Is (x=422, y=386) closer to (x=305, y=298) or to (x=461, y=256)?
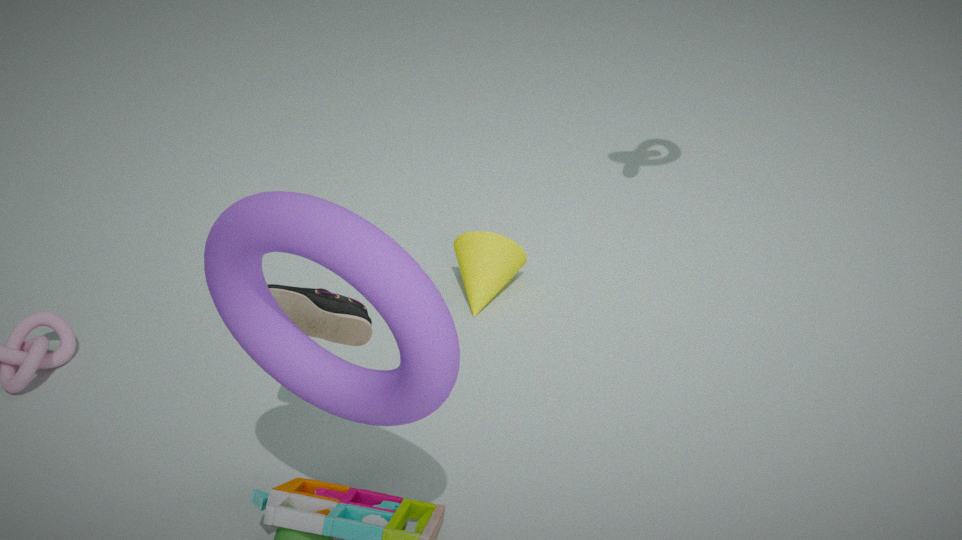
(x=305, y=298)
